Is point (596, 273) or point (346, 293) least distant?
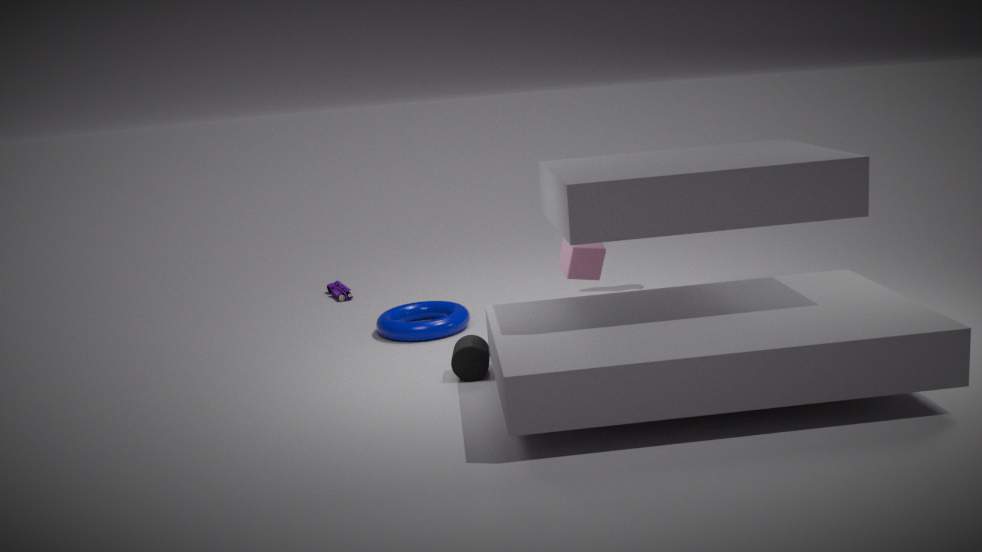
point (596, 273)
